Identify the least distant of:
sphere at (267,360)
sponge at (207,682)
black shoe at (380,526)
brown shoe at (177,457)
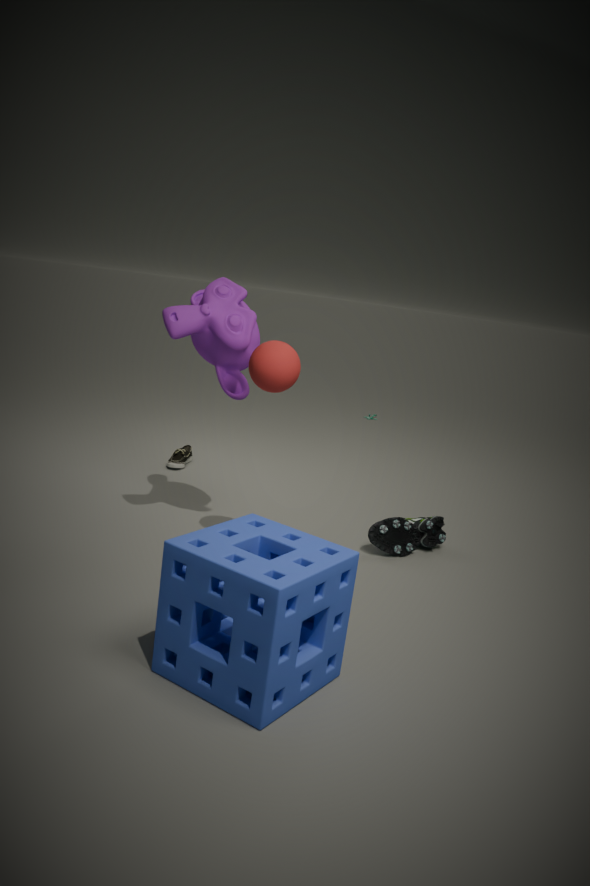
sponge at (207,682)
